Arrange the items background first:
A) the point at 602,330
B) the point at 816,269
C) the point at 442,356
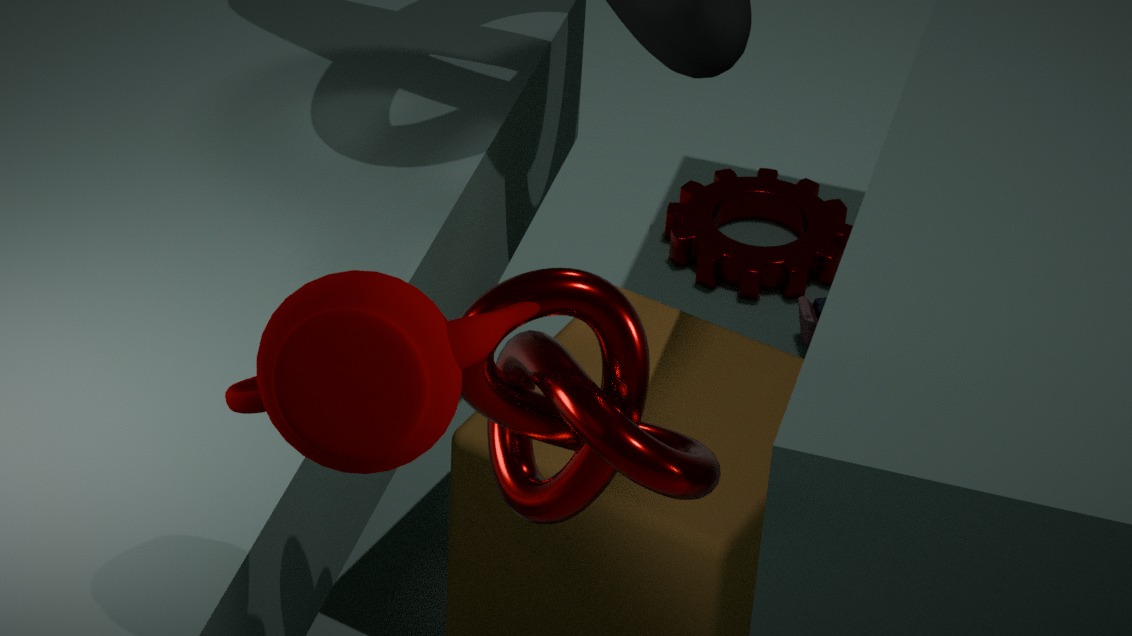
B. the point at 816,269, A. the point at 602,330, C. the point at 442,356
